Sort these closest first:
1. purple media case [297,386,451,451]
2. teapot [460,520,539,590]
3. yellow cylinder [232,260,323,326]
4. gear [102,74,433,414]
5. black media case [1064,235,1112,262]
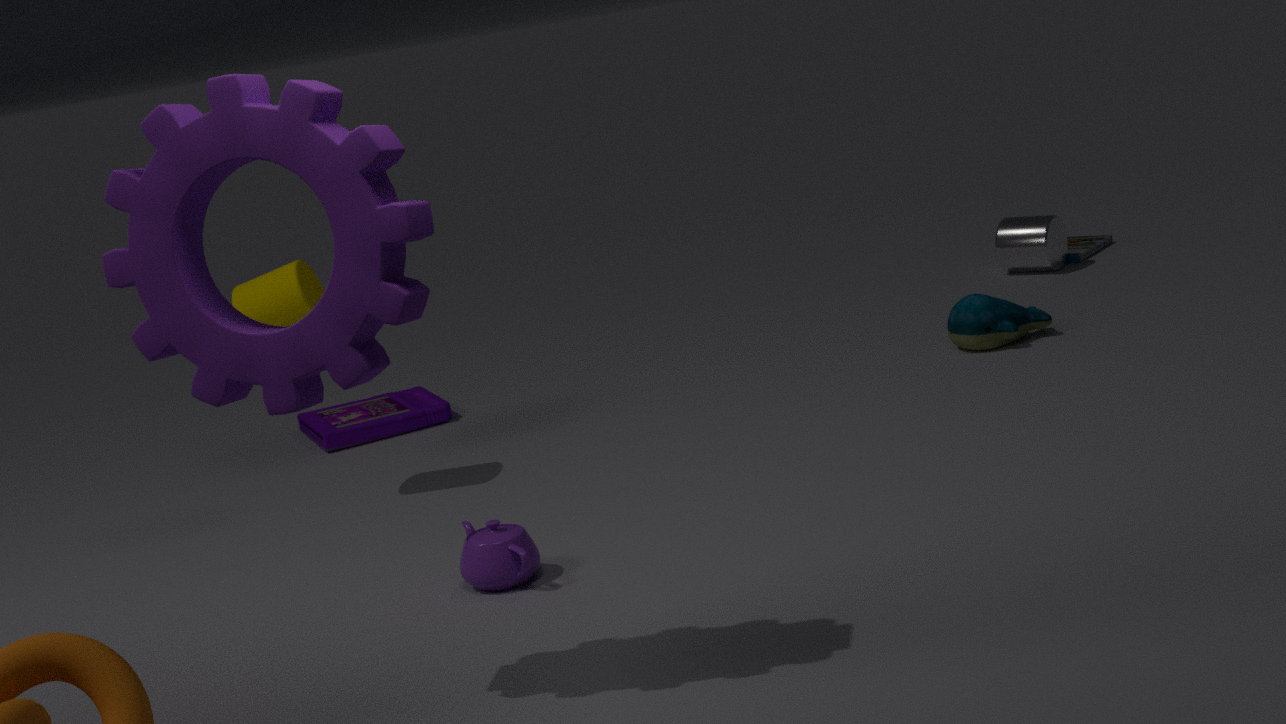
gear [102,74,433,414] < teapot [460,520,539,590] < yellow cylinder [232,260,323,326] < purple media case [297,386,451,451] < black media case [1064,235,1112,262]
